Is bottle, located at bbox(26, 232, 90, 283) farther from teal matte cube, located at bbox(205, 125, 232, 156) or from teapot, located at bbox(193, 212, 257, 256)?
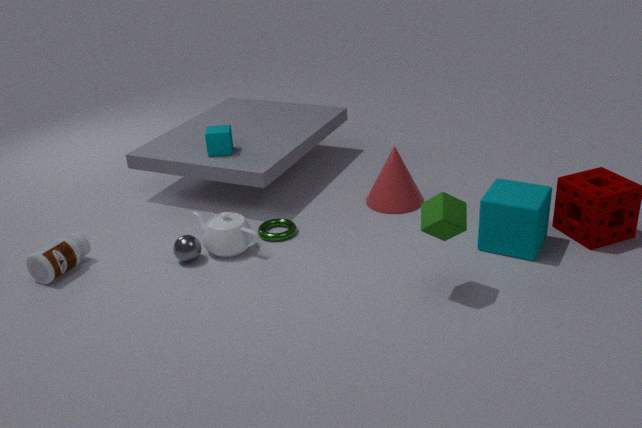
teal matte cube, located at bbox(205, 125, 232, 156)
